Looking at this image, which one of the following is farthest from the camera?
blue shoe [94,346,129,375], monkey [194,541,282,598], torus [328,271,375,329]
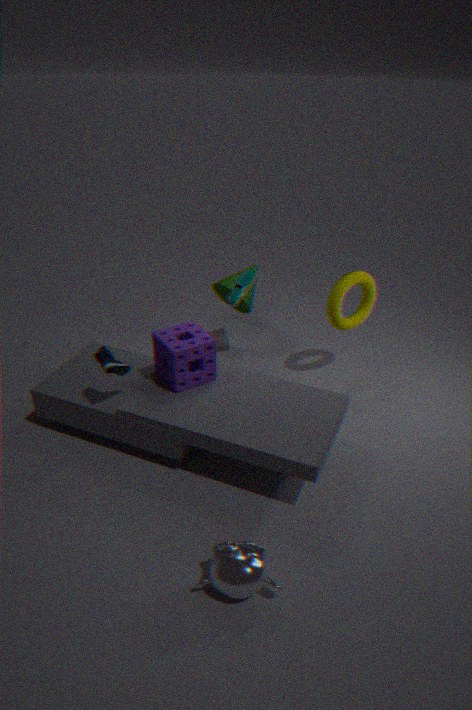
torus [328,271,375,329]
